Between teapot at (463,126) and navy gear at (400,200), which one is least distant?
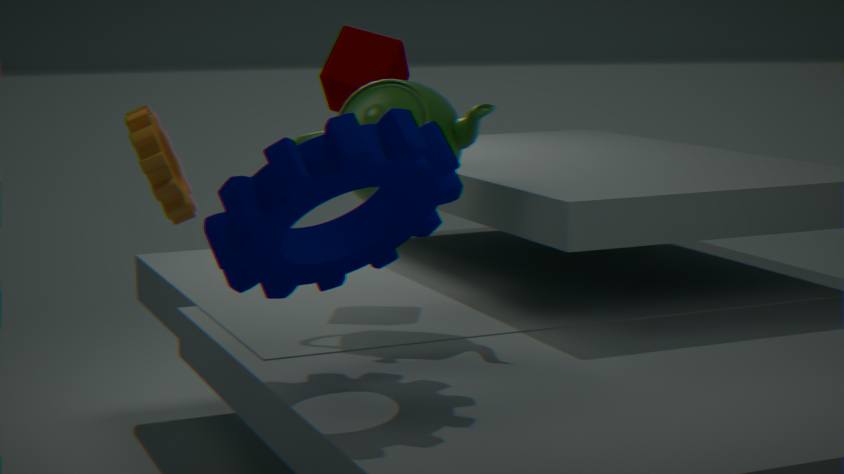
navy gear at (400,200)
